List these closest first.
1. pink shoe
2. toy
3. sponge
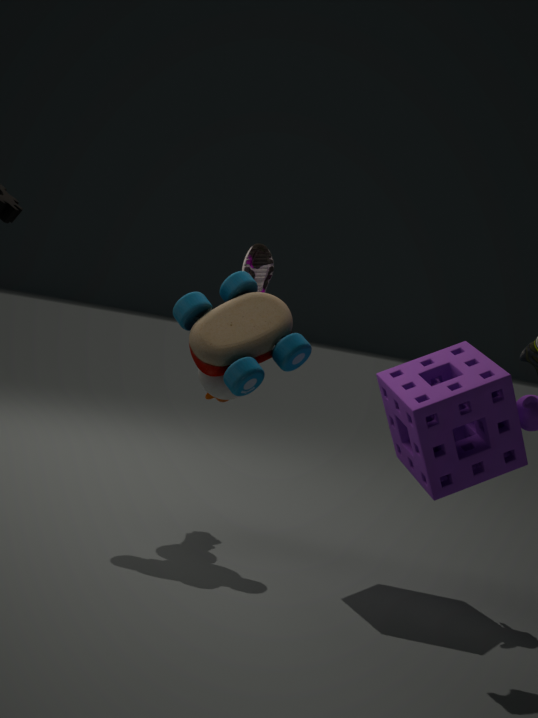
sponge → toy → pink shoe
